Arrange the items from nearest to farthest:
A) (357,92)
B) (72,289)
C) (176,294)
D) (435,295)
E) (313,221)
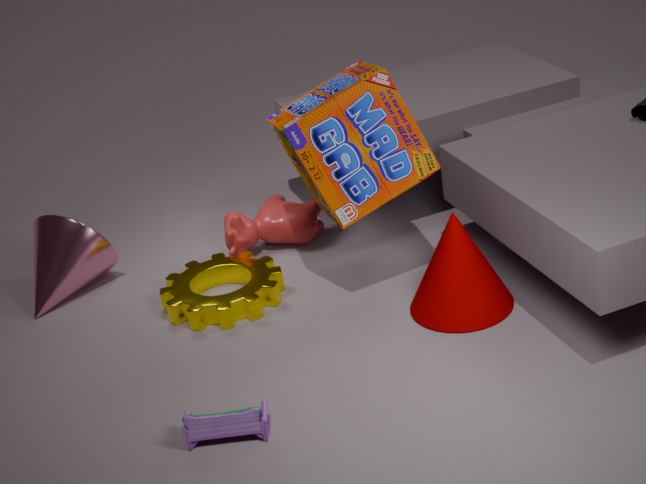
1. (357,92)
2. (435,295)
3. (176,294)
4. (72,289)
5. (313,221)
